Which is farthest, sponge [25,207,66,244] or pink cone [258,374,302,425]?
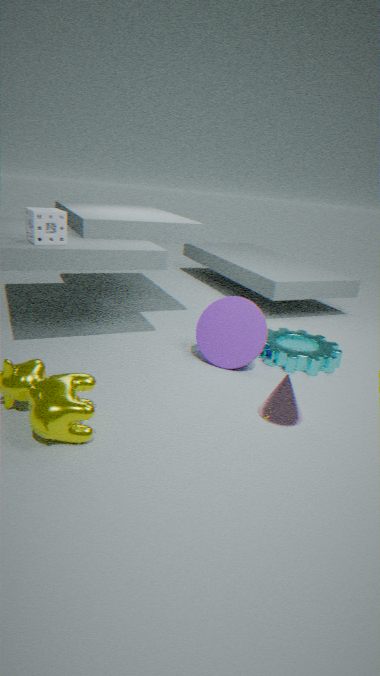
sponge [25,207,66,244]
